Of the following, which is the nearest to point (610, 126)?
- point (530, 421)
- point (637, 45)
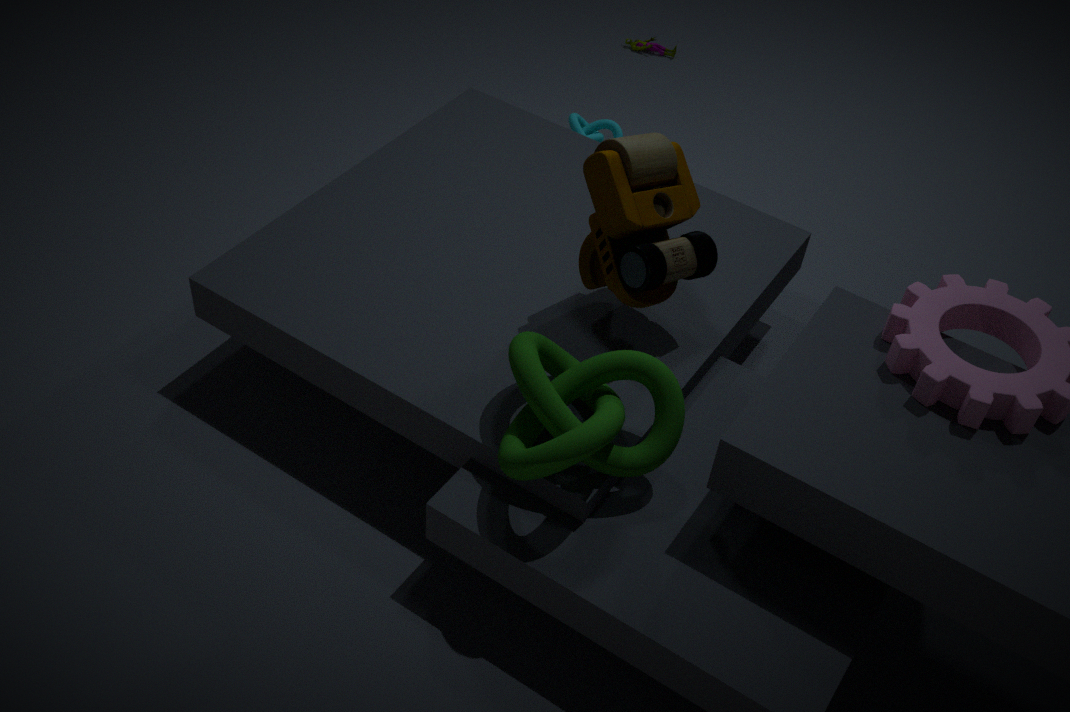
point (637, 45)
